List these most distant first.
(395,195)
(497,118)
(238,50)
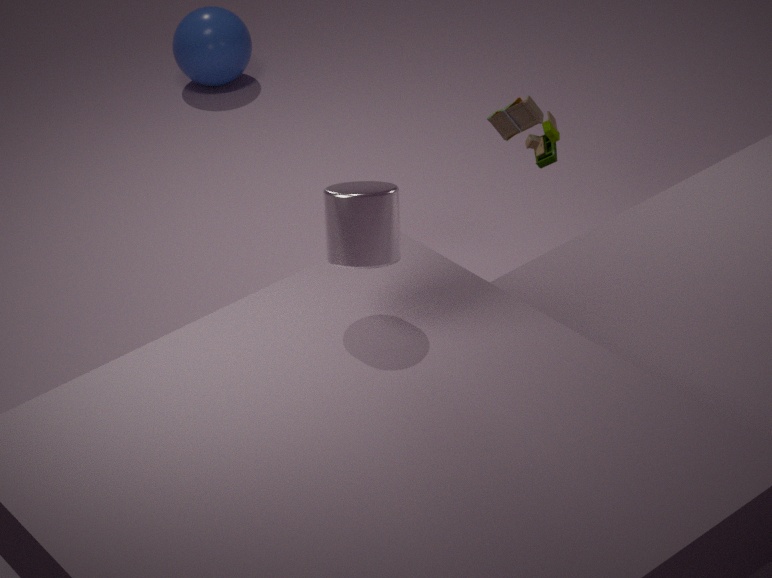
(238,50) < (497,118) < (395,195)
